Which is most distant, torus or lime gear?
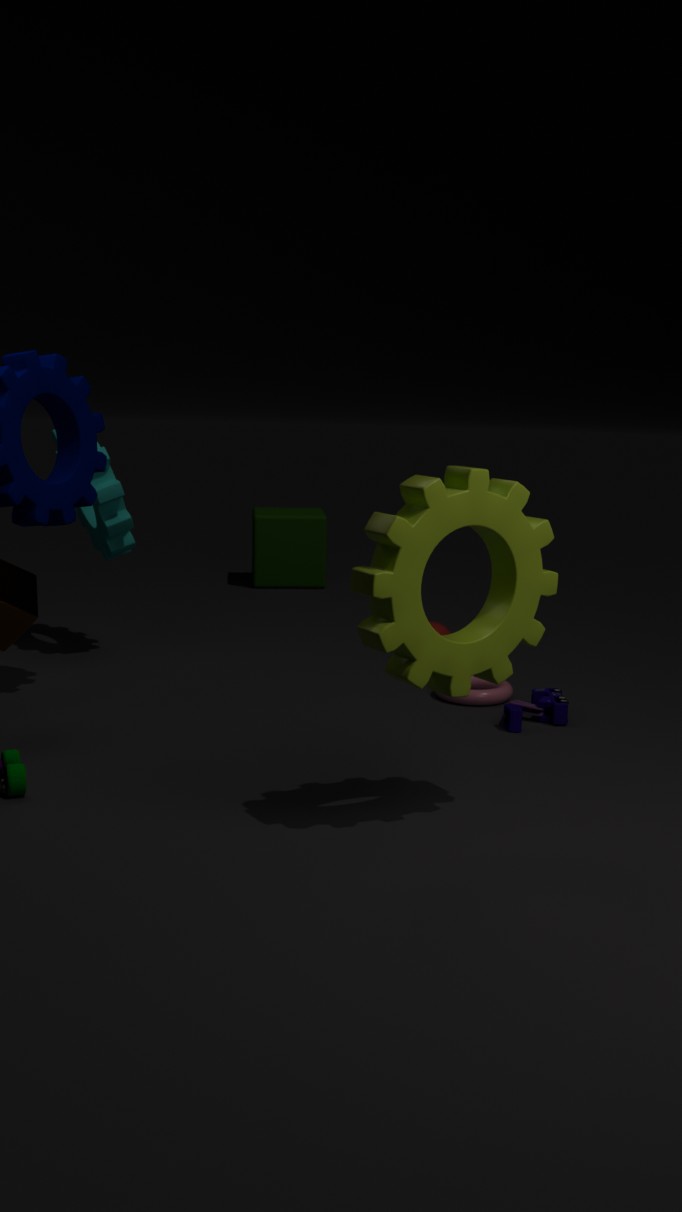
torus
